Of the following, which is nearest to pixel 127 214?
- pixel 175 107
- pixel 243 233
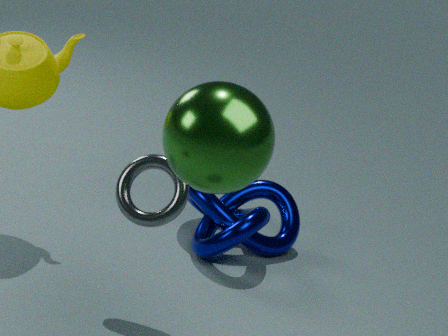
pixel 175 107
